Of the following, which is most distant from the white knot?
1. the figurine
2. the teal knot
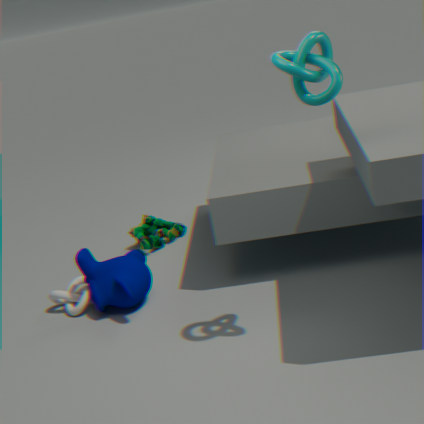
the teal knot
